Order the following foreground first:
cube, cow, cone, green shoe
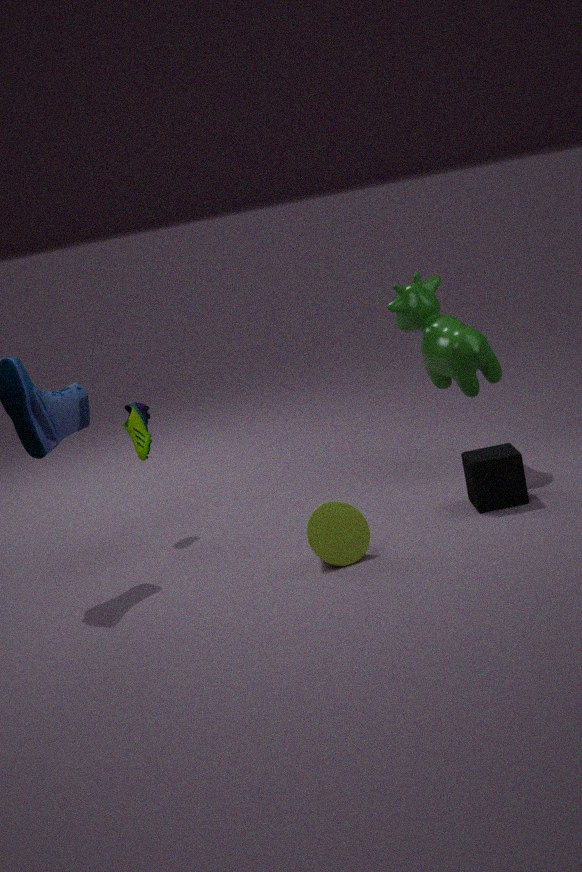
1. cone
2. cube
3. cow
4. green shoe
